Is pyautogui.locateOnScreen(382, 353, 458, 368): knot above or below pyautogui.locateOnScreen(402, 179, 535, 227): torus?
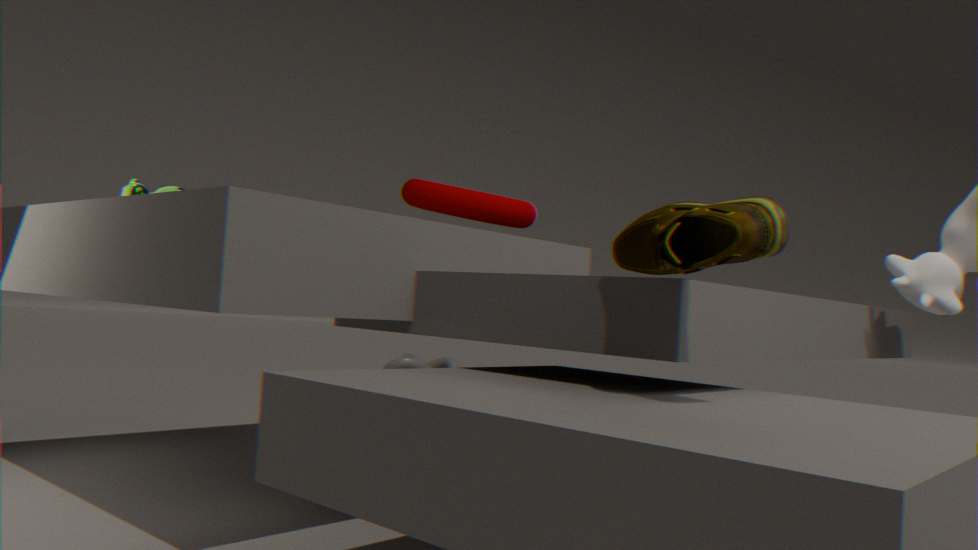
below
